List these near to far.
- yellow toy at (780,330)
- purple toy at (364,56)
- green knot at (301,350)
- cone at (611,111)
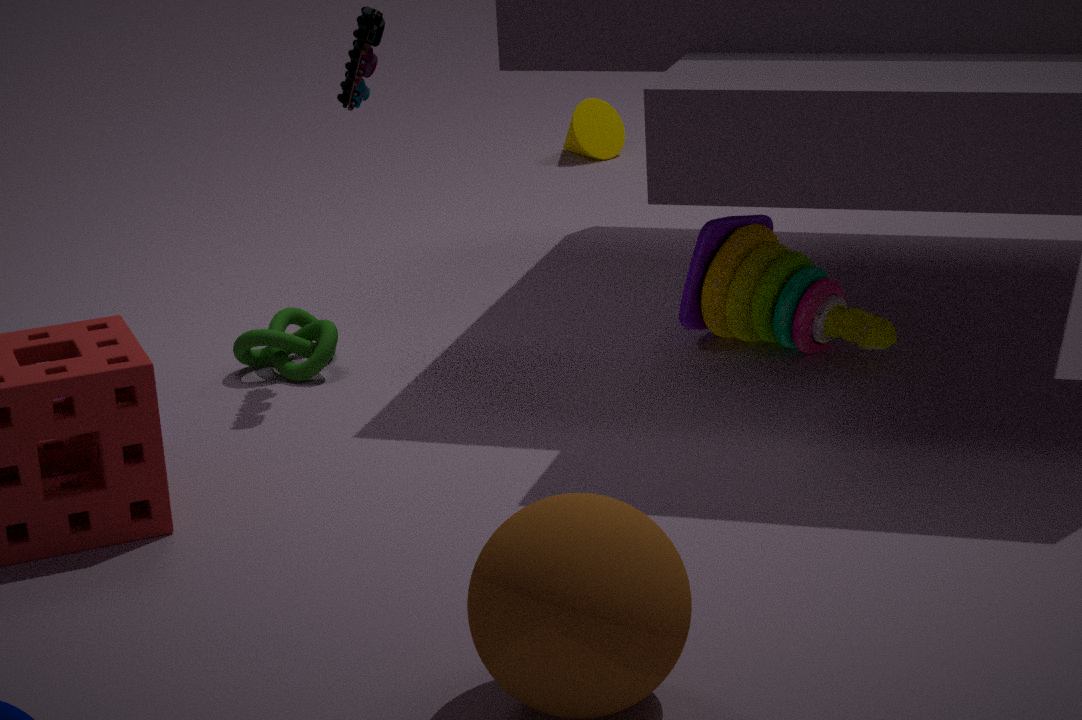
1. purple toy at (364,56)
2. yellow toy at (780,330)
3. green knot at (301,350)
4. cone at (611,111)
